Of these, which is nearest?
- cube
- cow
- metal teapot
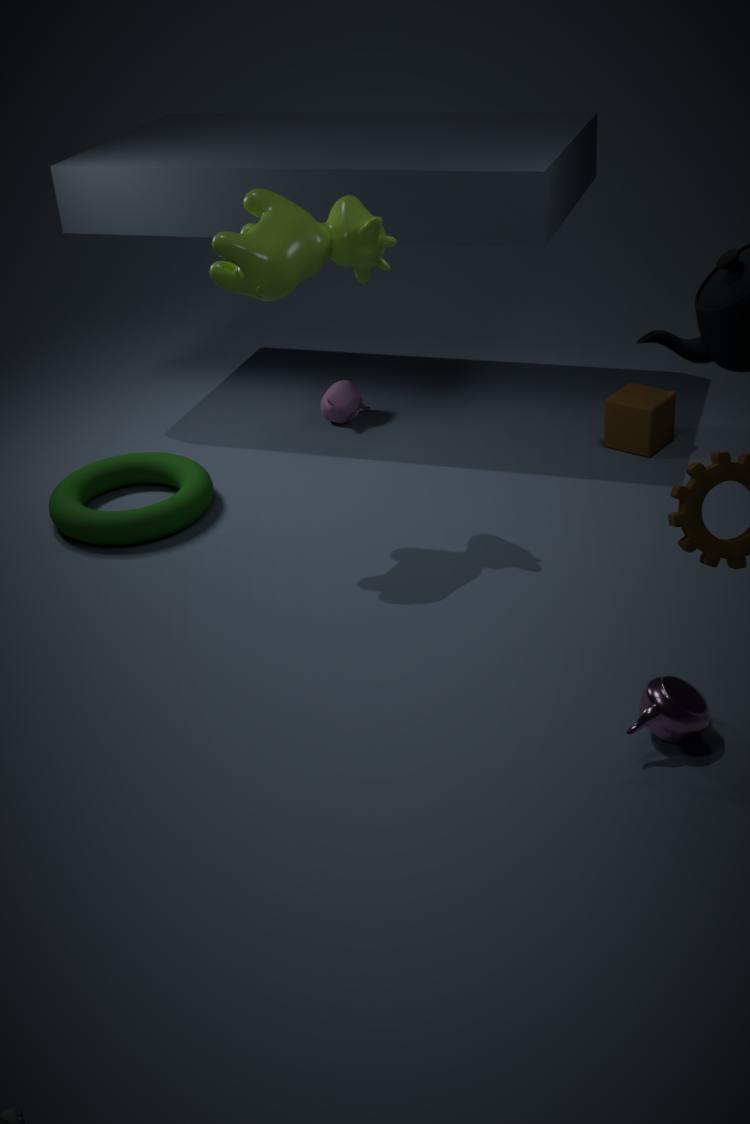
metal teapot
